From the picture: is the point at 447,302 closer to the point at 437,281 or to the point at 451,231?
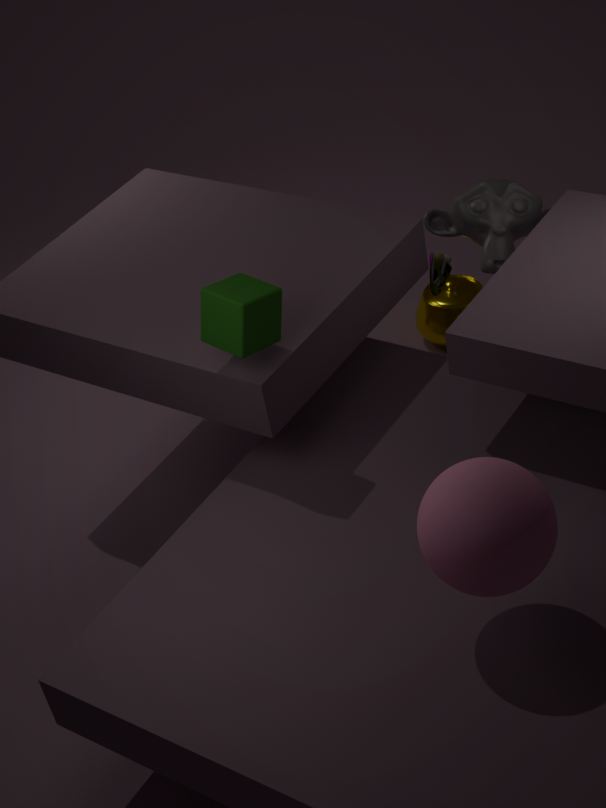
the point at 437,281
